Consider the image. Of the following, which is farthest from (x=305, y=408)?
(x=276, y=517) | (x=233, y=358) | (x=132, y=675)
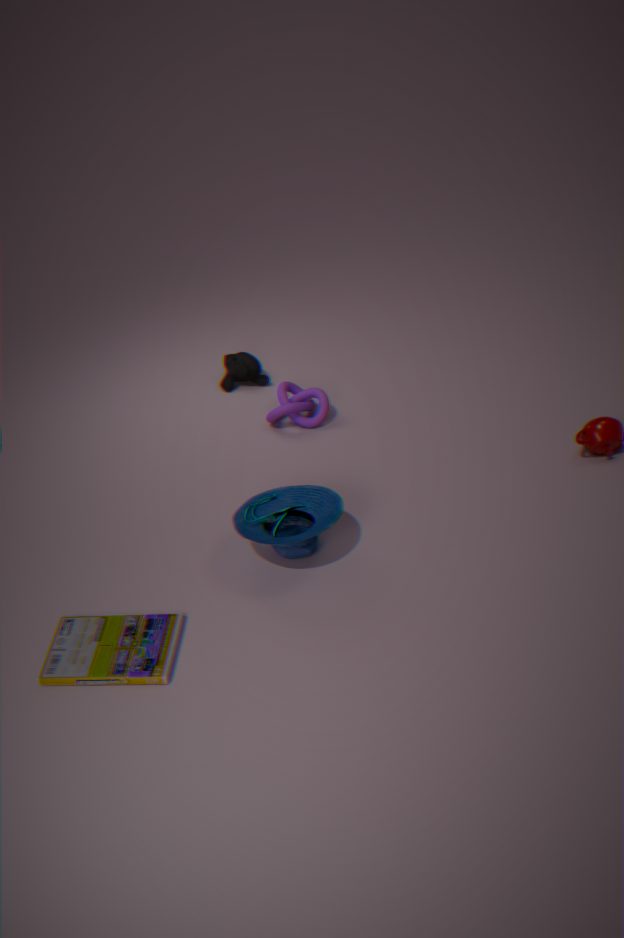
(x=132, y=675)
